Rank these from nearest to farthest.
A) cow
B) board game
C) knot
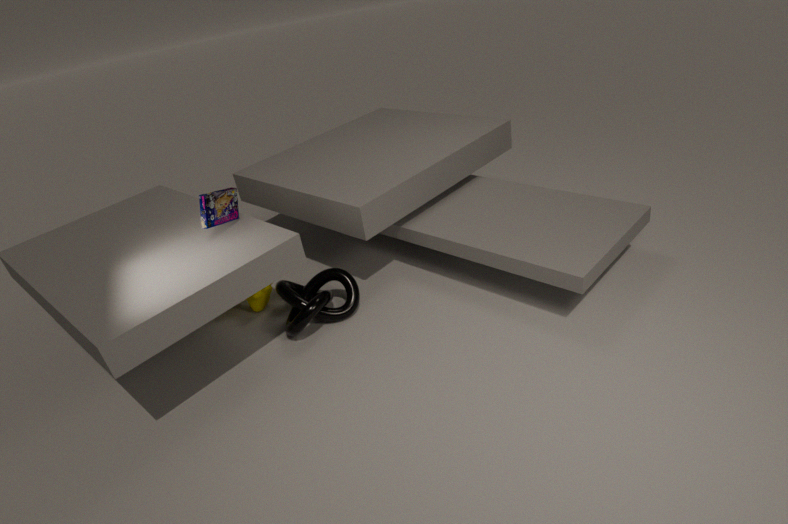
board game → knot → cow
